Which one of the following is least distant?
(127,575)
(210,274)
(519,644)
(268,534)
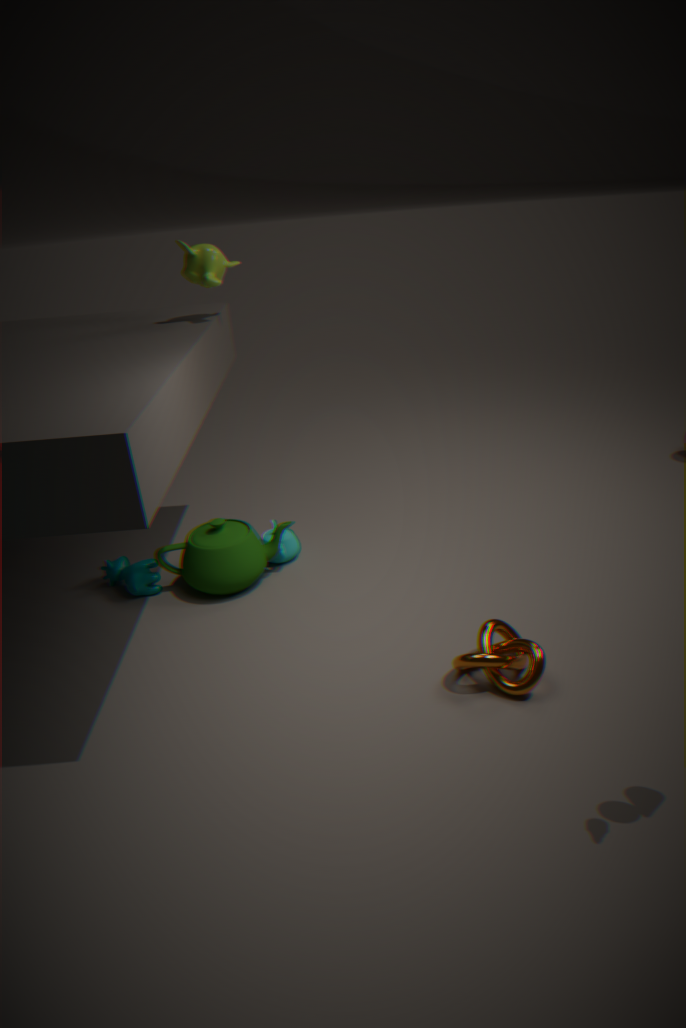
(519,644)
